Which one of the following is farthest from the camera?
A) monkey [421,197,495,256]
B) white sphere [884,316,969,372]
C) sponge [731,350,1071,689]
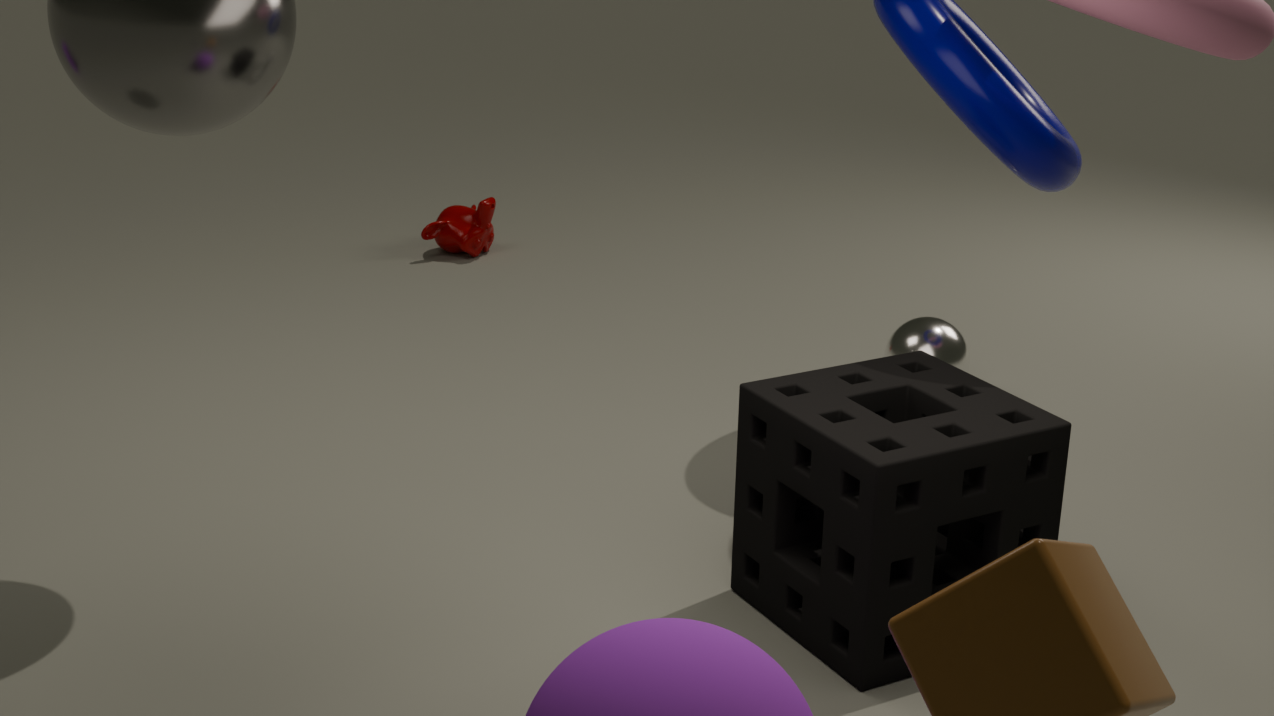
monkey [421,197,495,256]
